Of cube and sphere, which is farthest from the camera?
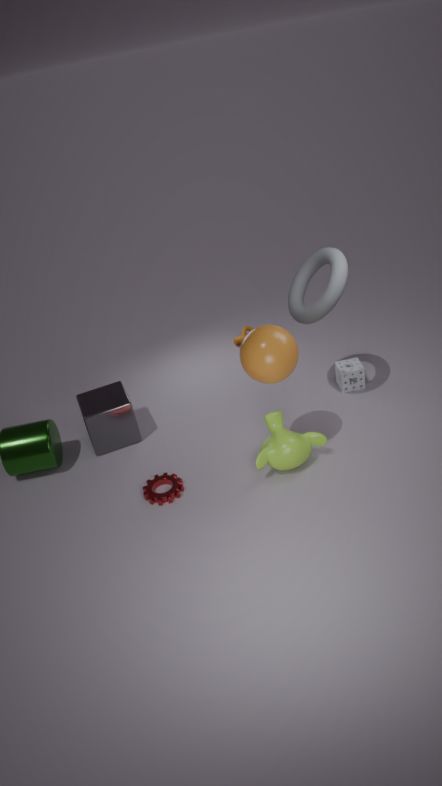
cube
